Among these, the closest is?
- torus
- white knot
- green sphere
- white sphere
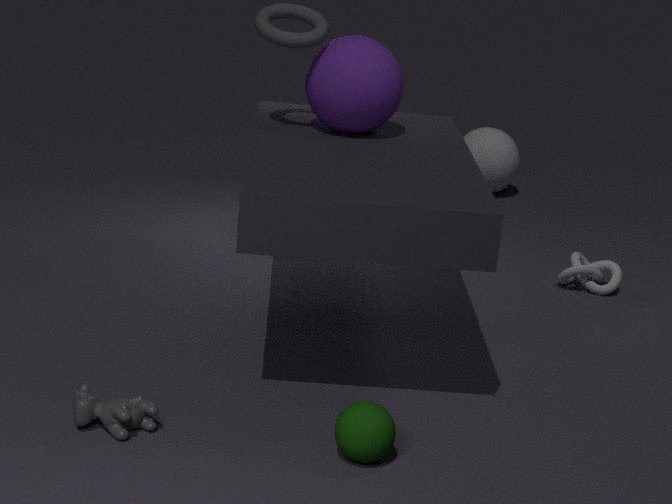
green sphere
